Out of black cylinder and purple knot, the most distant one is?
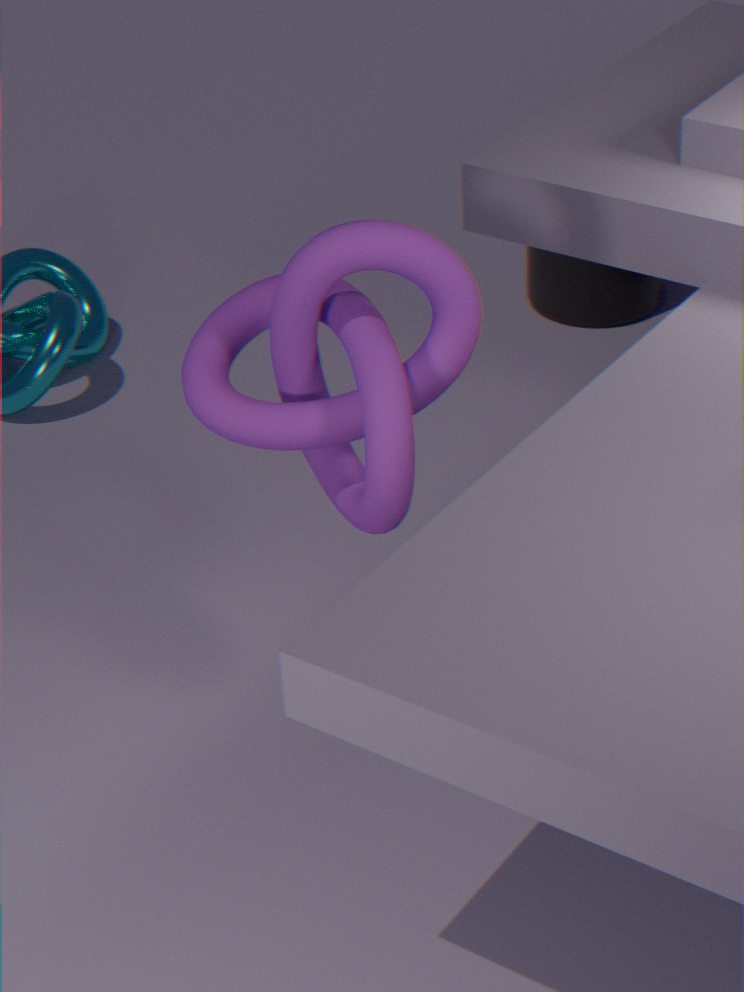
black cylinder
